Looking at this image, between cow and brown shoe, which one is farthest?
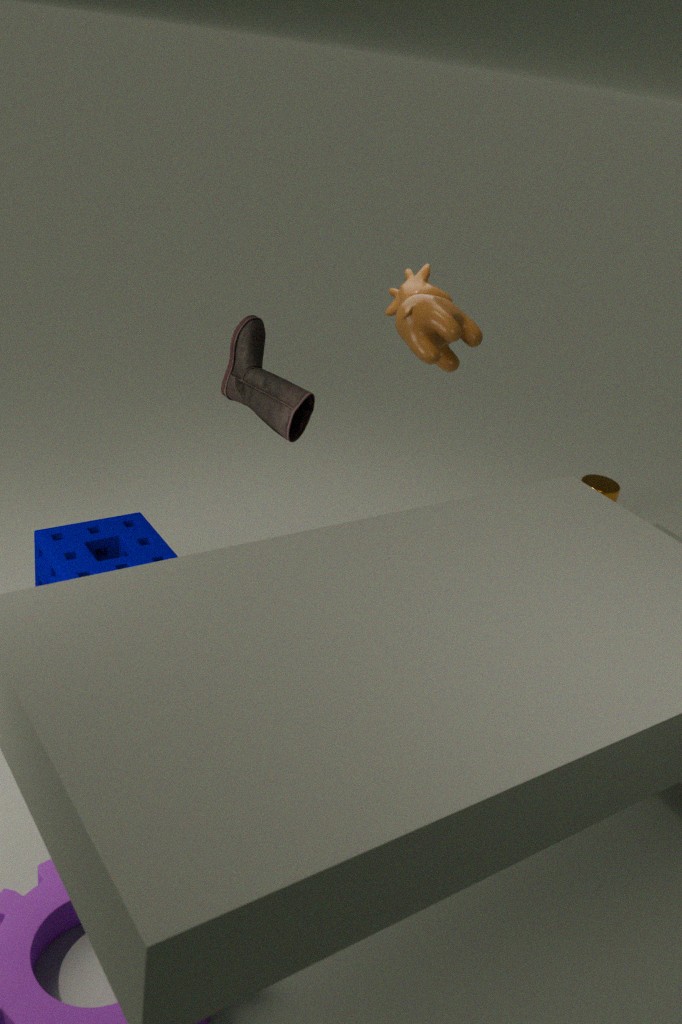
cow
